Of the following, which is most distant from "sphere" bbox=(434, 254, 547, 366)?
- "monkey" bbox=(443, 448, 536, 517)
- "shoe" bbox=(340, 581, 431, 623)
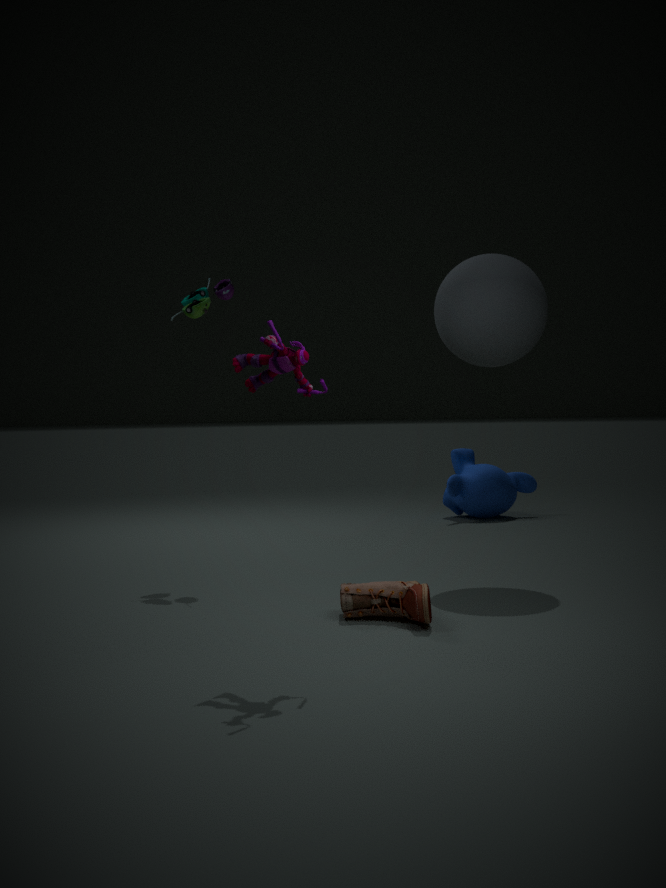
"monkey" bbox=(443, 448, 536, 517)
